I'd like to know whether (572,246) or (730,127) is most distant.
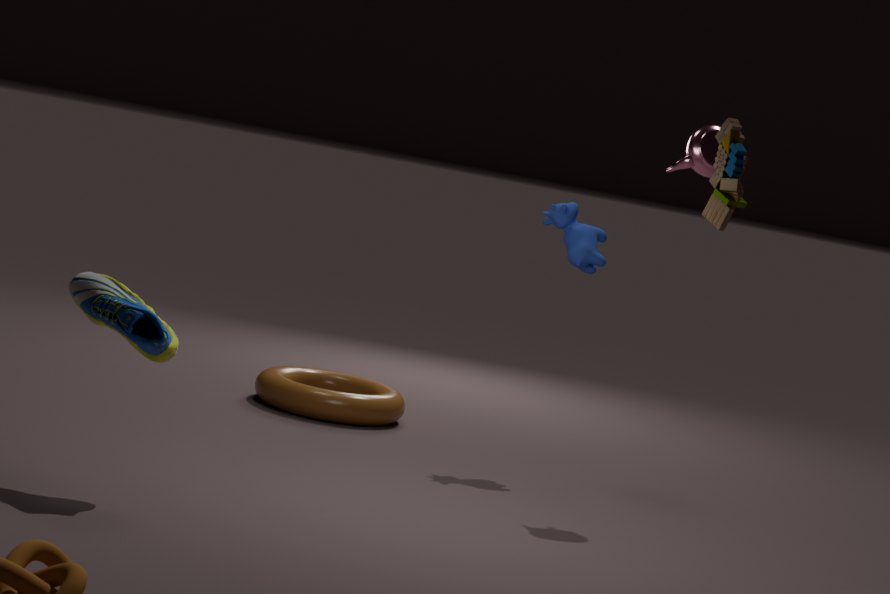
(572,246)
